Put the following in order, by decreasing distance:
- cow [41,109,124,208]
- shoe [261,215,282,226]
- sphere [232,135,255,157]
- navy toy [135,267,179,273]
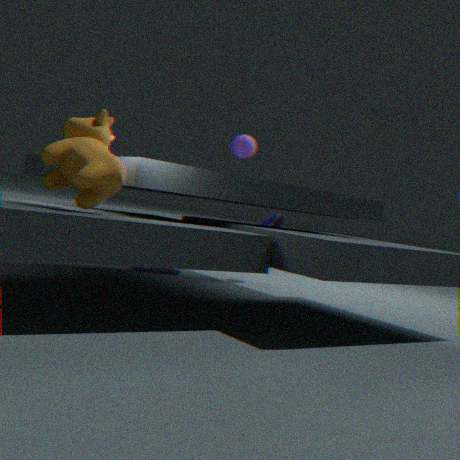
sphere [232,135,255,157] → shoe [261,215,282,226] → navy toy [135,267,179,273] → cow [41,109,124,208]
